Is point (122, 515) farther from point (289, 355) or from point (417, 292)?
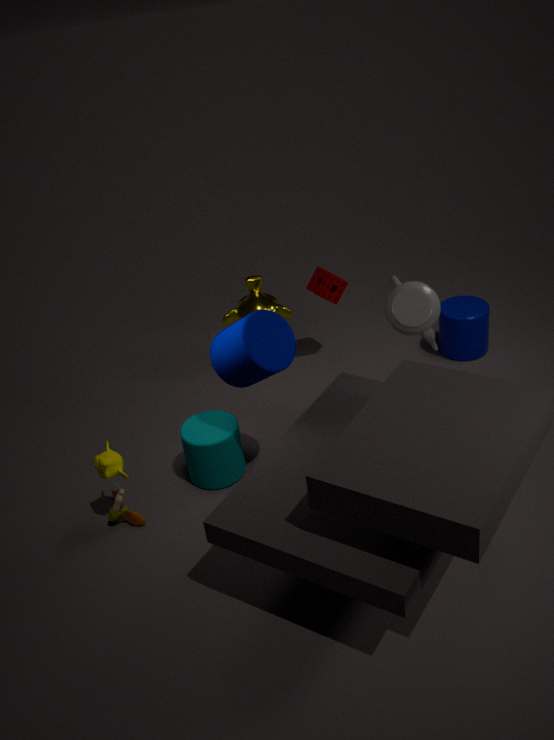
point (417, 292)
